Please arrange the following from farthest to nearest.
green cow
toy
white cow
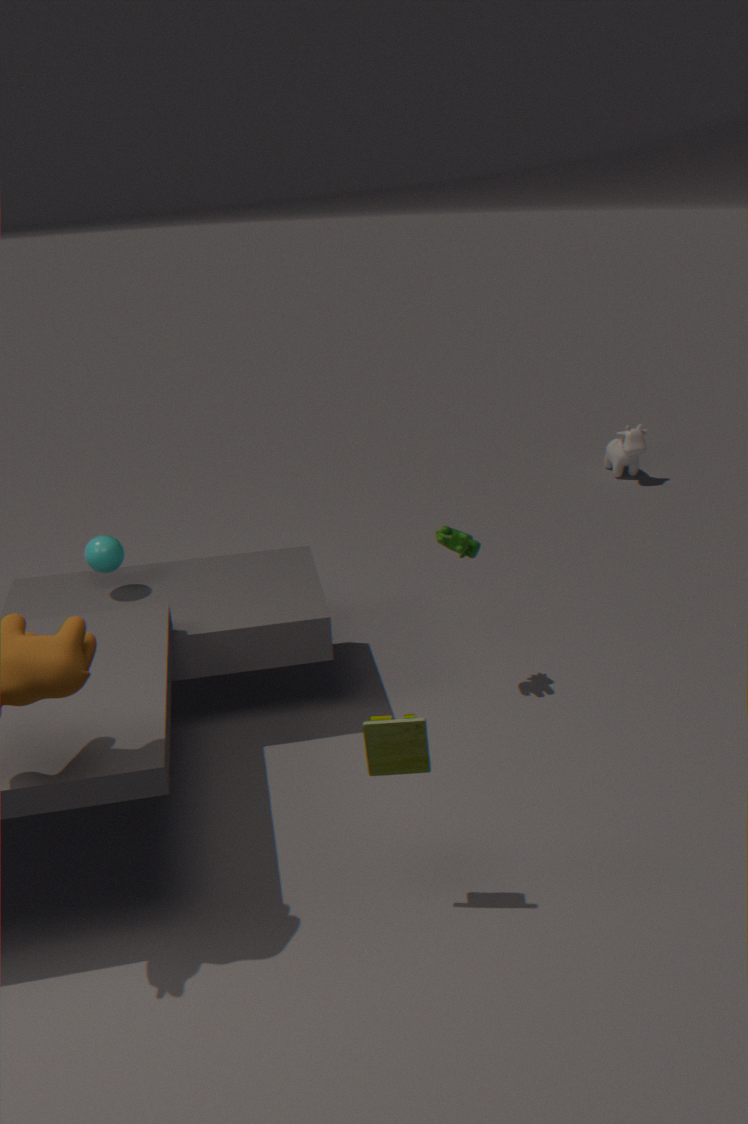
white cow
green cow
toy
